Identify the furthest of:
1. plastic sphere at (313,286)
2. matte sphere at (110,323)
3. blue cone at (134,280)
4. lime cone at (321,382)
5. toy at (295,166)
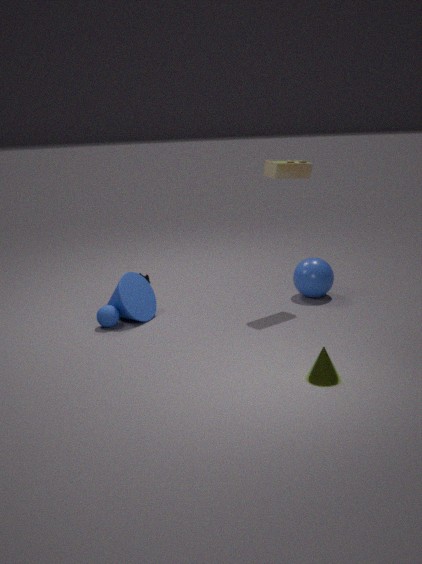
plastic sphere at (313,286)
